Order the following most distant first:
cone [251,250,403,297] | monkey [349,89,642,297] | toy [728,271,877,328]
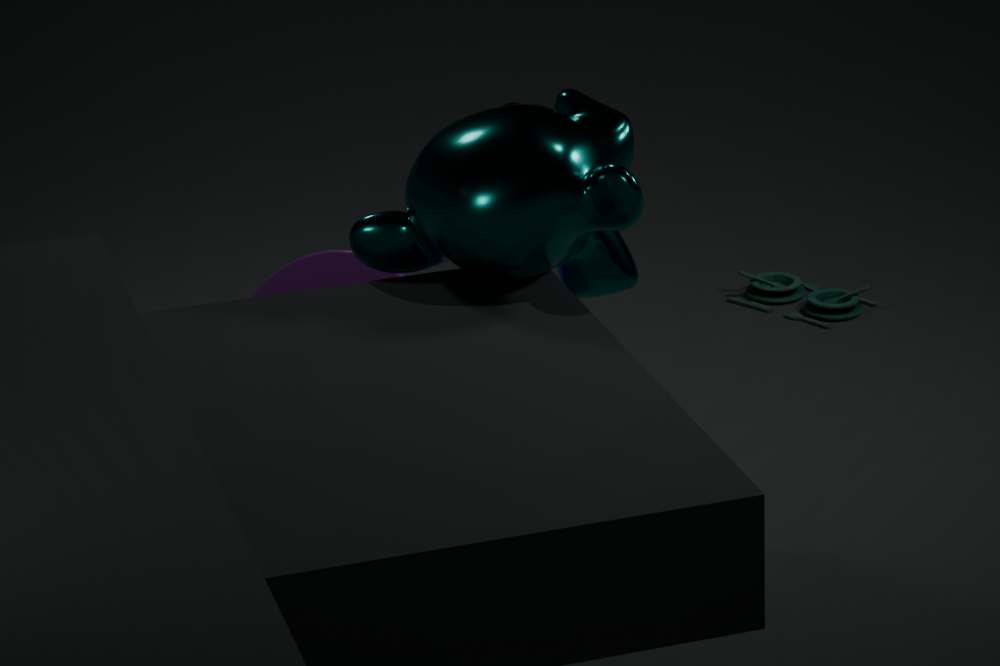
toy [728,271,877,328]
cone [251,250,403,297]
monkey [349,89,642,297]
